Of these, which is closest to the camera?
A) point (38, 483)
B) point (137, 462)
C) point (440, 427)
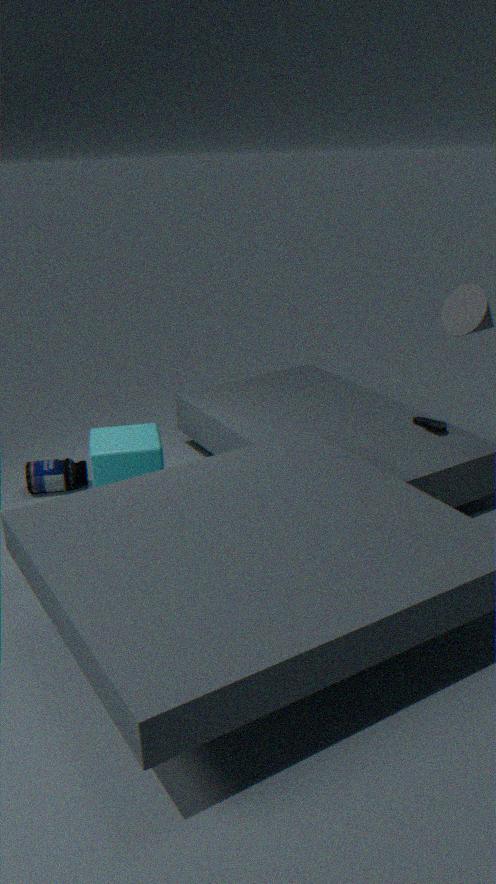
point (137, 462)
